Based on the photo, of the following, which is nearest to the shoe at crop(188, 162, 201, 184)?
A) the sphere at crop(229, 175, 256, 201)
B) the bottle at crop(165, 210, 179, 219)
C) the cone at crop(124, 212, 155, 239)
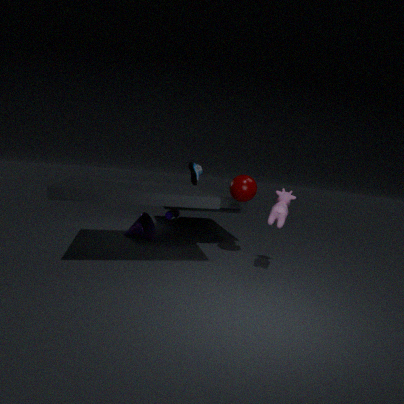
the bottle at crop(165, 210, 179, 219)
